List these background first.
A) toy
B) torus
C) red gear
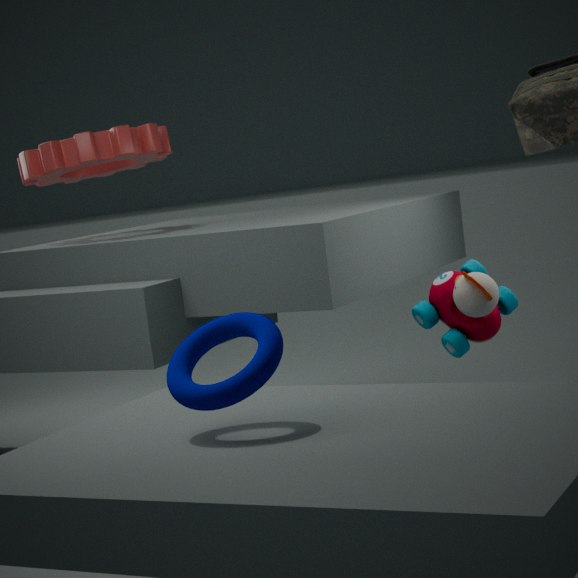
red gear < toy < torus
